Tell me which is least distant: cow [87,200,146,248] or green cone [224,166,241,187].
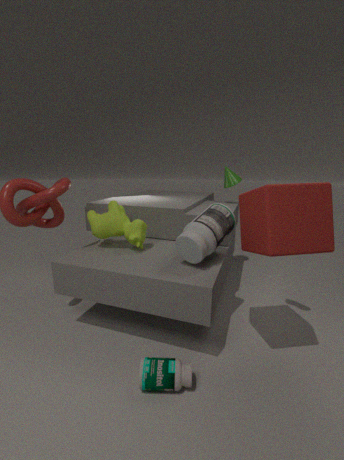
cow [87,200,146,248]
